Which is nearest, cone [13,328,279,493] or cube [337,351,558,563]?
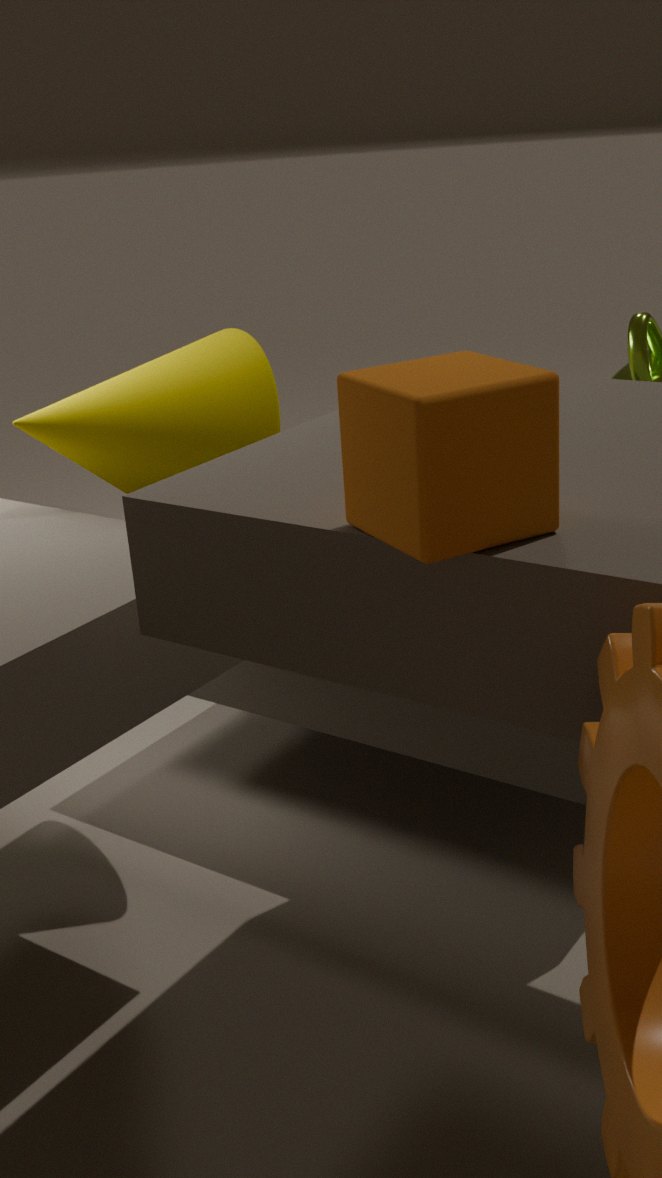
cube [337,351,558,563]
